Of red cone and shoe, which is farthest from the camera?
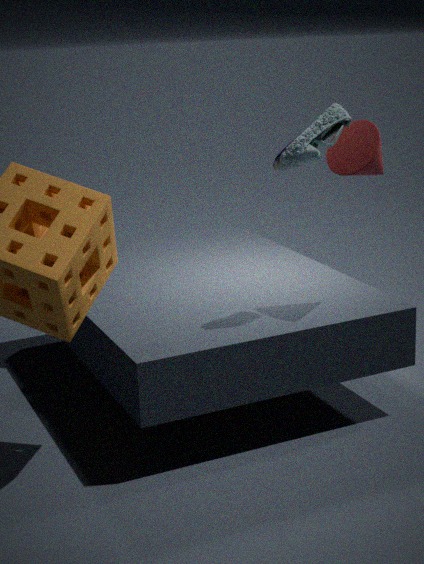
red cone
